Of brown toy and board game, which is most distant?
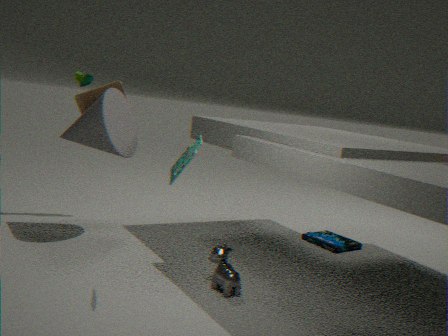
brown toy
